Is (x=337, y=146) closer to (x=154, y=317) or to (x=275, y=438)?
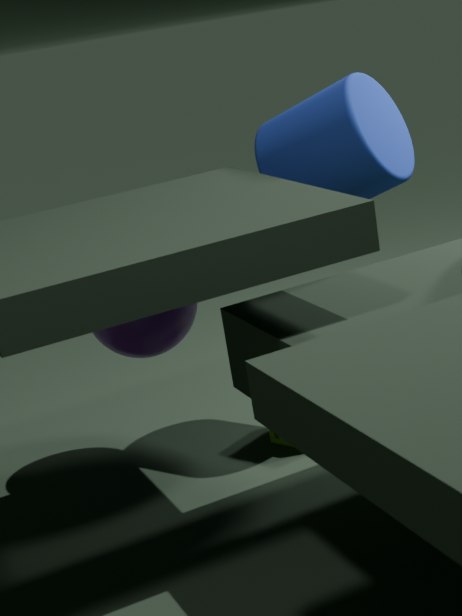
(x=154, y=317)
